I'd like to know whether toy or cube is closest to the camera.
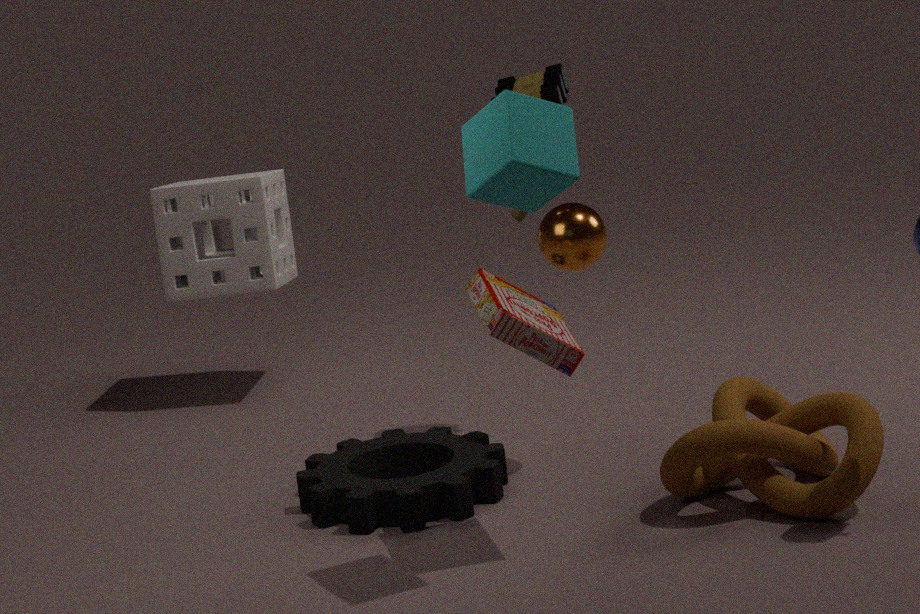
cube
